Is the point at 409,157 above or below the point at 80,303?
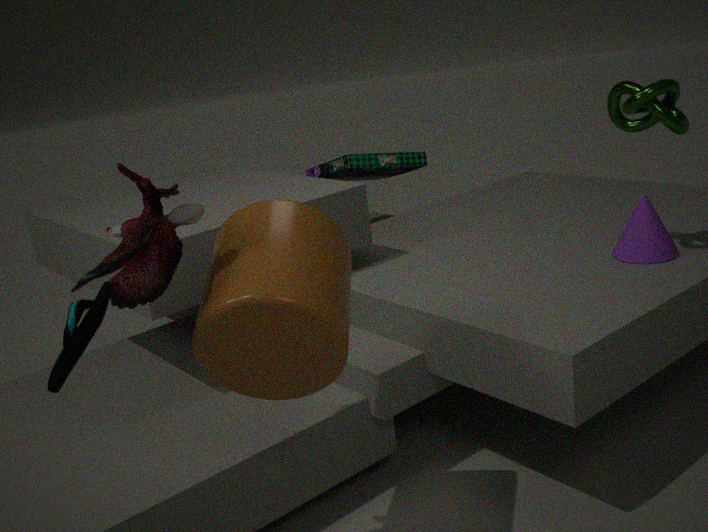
below
